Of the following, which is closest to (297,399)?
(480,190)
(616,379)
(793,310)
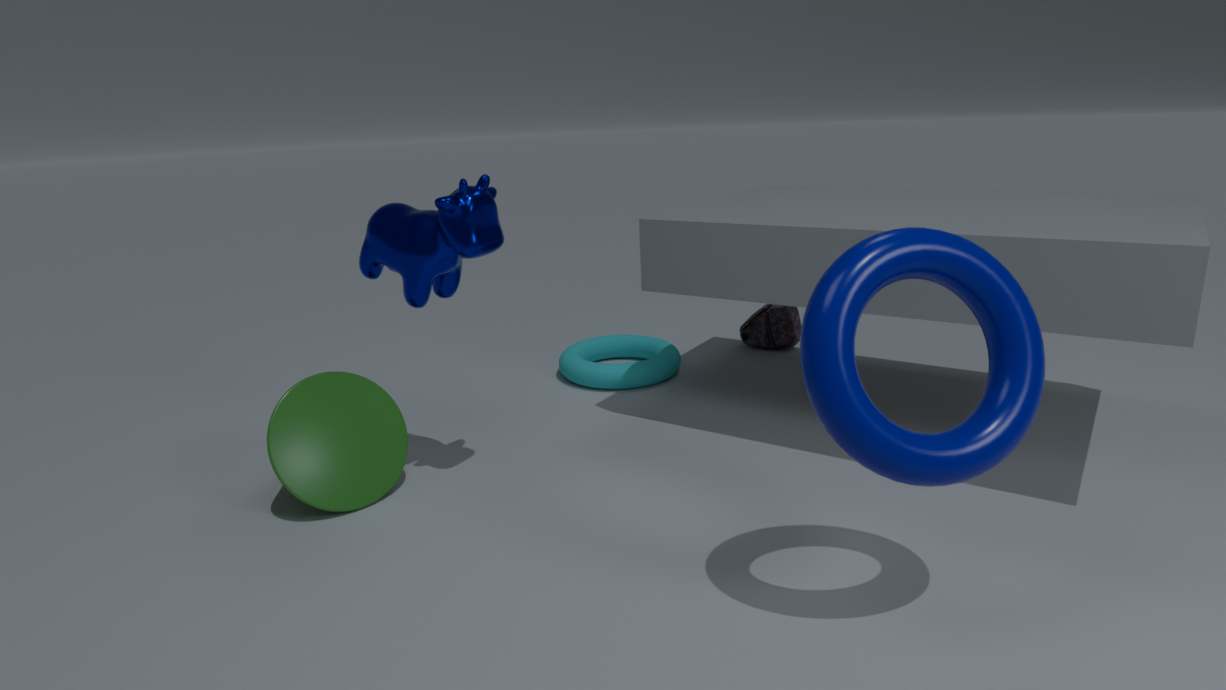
(480,190)
